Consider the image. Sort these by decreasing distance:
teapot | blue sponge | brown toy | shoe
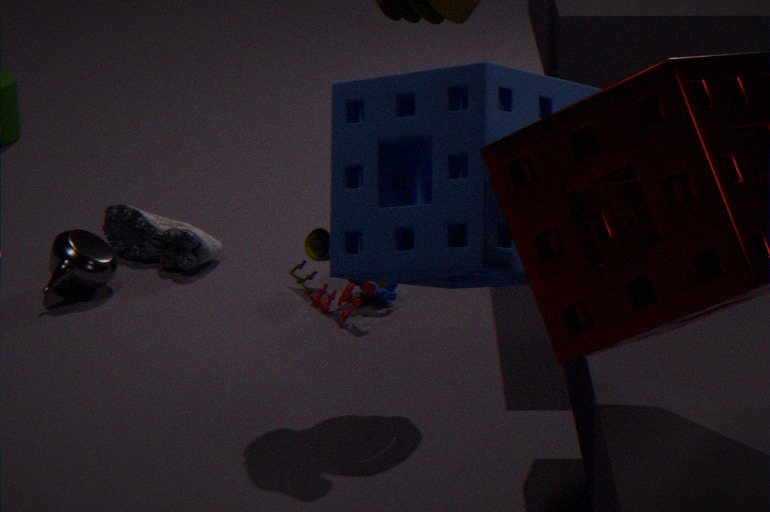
1. shoe
2. teapot
3. brown toy
4. blue sponge
